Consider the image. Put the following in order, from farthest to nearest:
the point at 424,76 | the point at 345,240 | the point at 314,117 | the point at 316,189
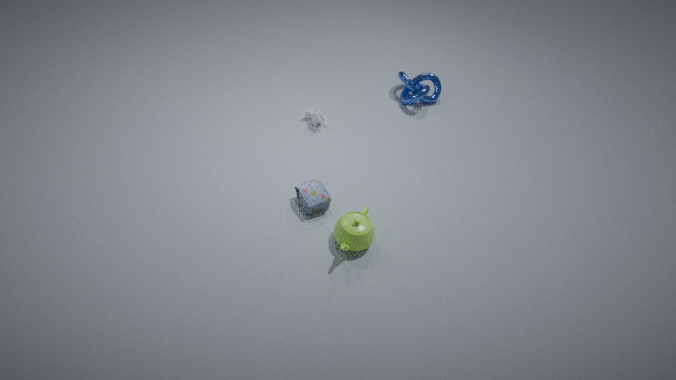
the point at 424,76 → the point at 314,117 → the point at 316,189 → the point at 345,240
